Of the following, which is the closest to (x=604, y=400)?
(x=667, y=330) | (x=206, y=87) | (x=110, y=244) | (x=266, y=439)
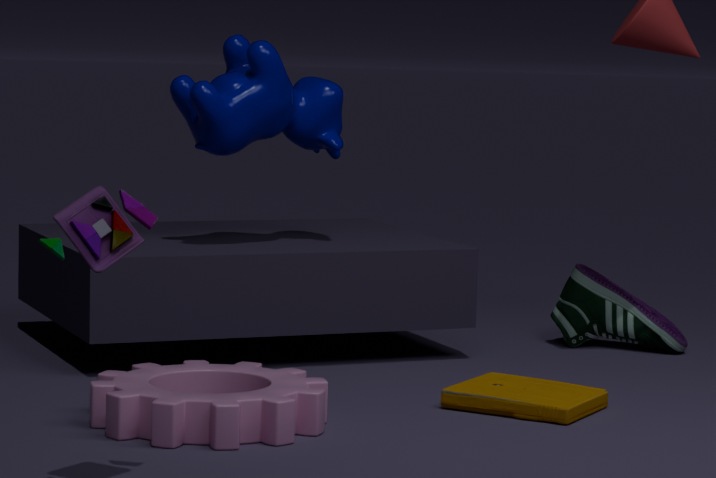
(x=266, y=439)
